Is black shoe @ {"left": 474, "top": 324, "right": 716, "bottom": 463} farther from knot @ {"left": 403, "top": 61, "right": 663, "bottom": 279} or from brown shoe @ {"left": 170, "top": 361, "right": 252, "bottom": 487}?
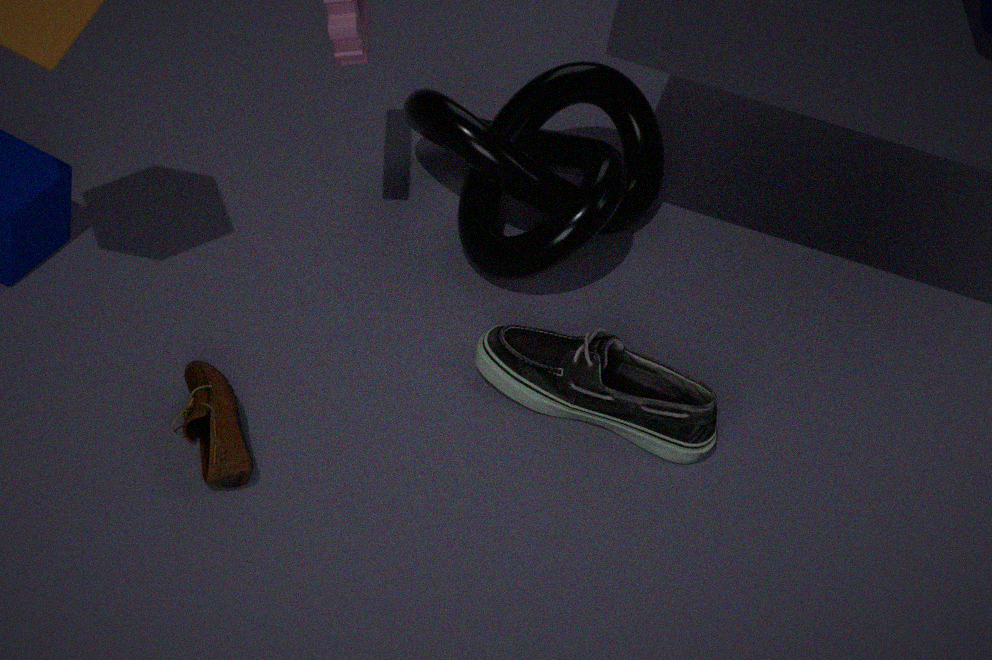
brown shoe @ {"left": 170, "top": 361, "right": 252, "bottom": 487}
